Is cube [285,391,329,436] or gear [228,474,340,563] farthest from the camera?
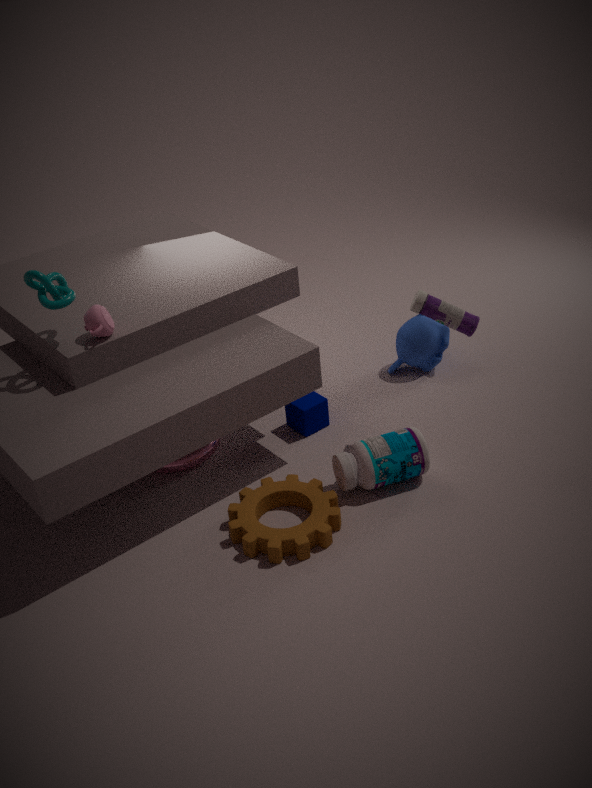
cube [285,391,329,436]
